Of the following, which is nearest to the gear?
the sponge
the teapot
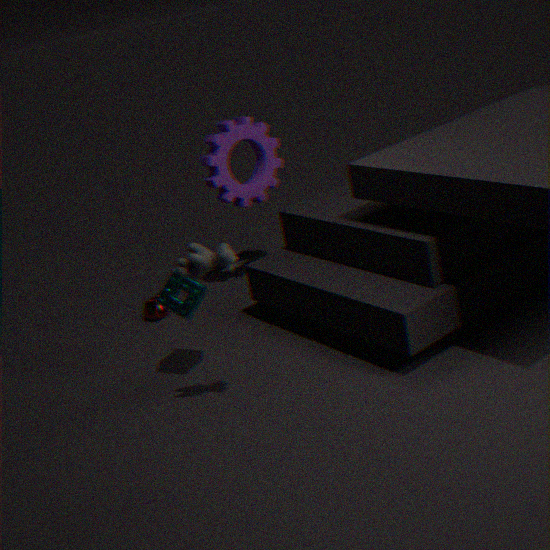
the teapot
